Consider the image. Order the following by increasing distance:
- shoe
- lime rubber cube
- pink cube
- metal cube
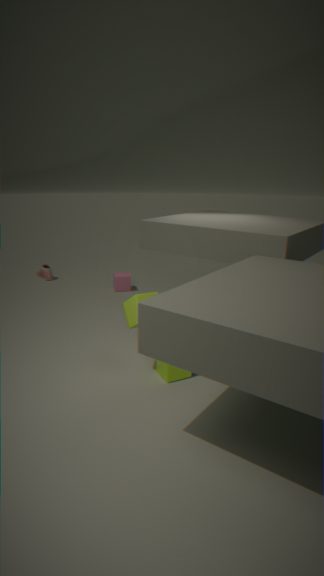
lime rubber cube, metal cube, pink cube, shoe
